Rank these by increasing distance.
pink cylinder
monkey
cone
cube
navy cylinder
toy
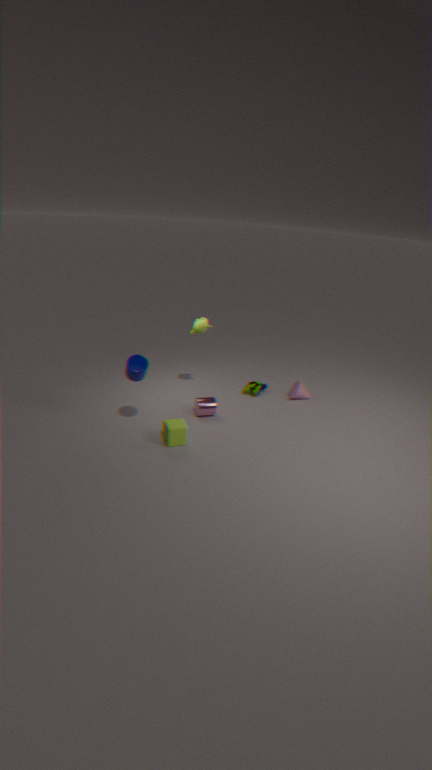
navy cylinder, cube, pink cylinder, monkey, cone, toy
